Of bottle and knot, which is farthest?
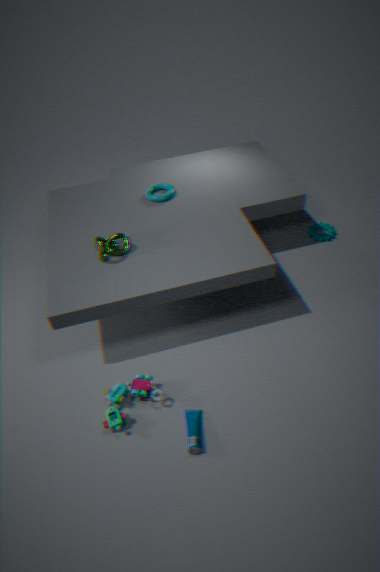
knot
